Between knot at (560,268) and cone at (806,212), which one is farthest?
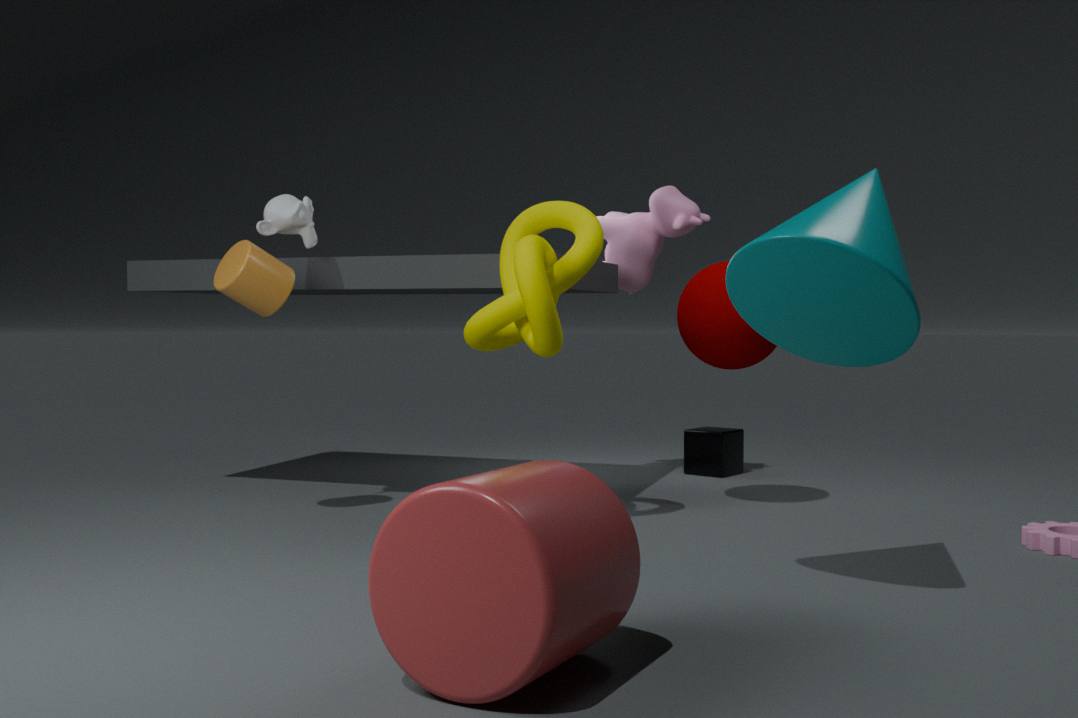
knot at (560,268)
